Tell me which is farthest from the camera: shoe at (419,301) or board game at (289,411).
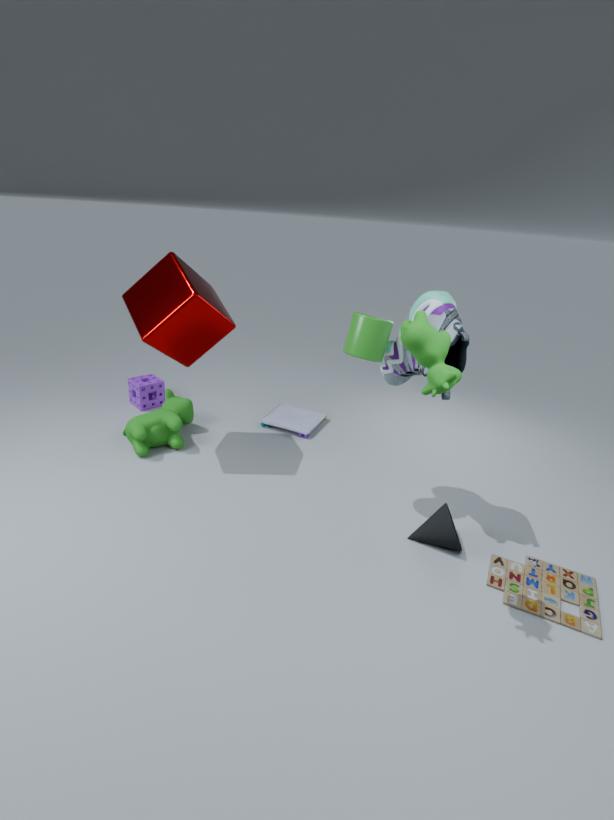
board game at (289,411)
